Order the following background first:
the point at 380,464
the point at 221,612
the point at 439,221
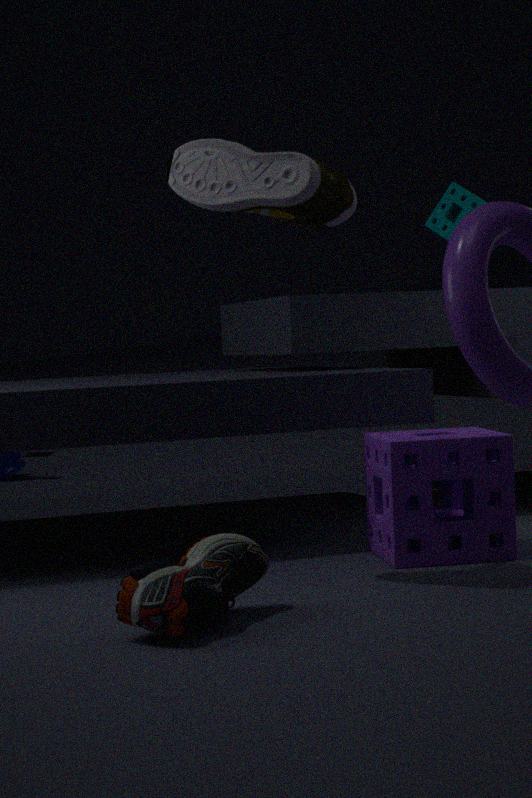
the point at 439,221 < the point at 380,464 < the point at 221,612
